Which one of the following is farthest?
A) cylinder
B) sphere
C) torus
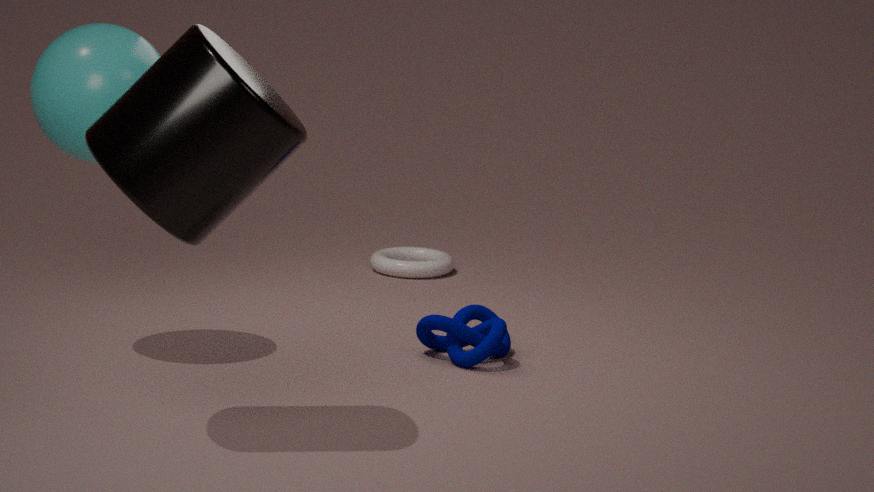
torus
